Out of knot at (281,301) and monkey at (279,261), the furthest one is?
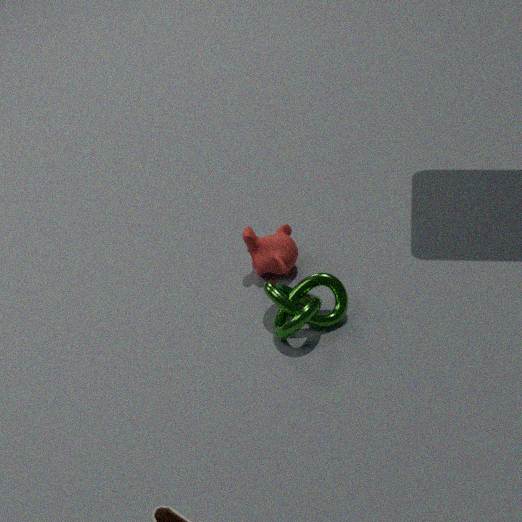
monkey at (279,261)
